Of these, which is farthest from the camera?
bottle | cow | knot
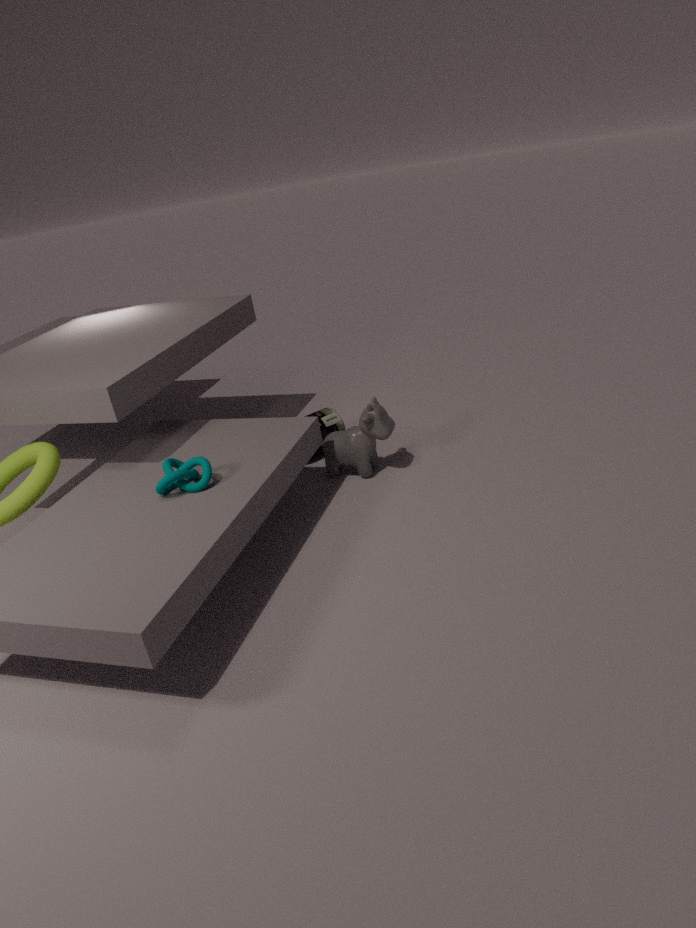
bottle
